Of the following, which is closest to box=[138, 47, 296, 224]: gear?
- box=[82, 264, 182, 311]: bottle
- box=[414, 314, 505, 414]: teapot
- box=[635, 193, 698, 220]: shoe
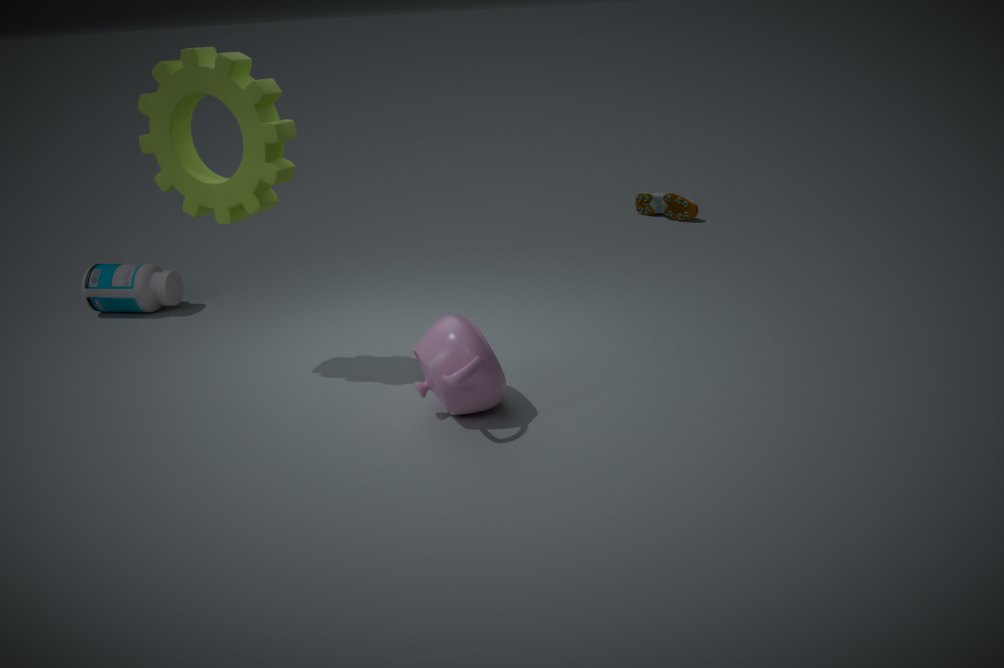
box=[414, 314, 505, 414]: teapot
